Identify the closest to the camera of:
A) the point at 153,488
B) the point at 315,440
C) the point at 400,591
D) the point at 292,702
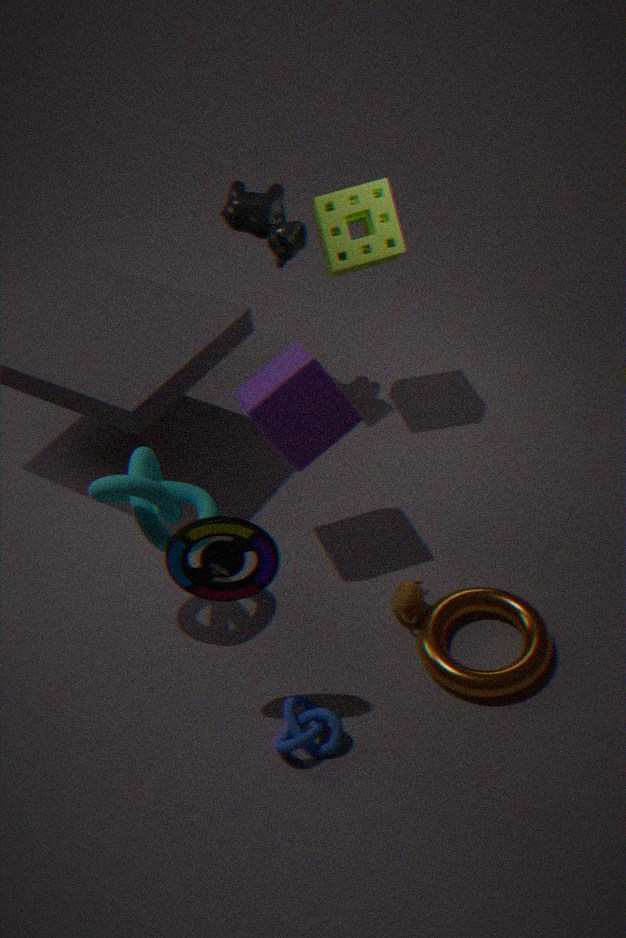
the point at 292,702
